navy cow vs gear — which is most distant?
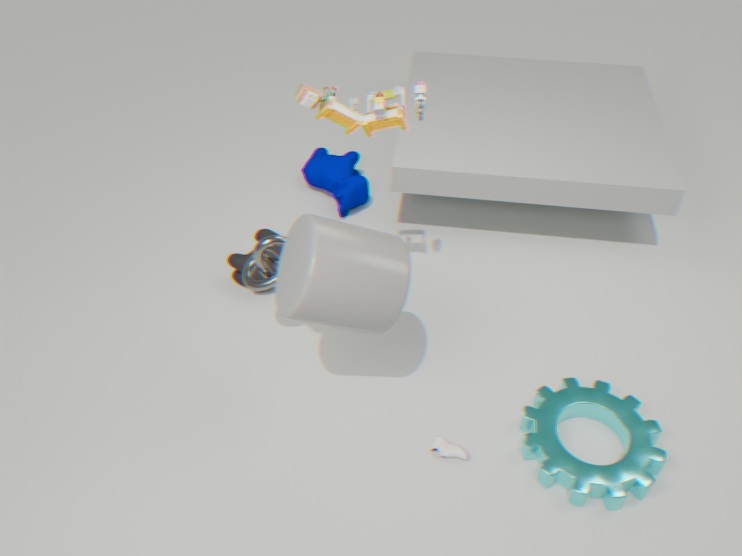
navy cow
